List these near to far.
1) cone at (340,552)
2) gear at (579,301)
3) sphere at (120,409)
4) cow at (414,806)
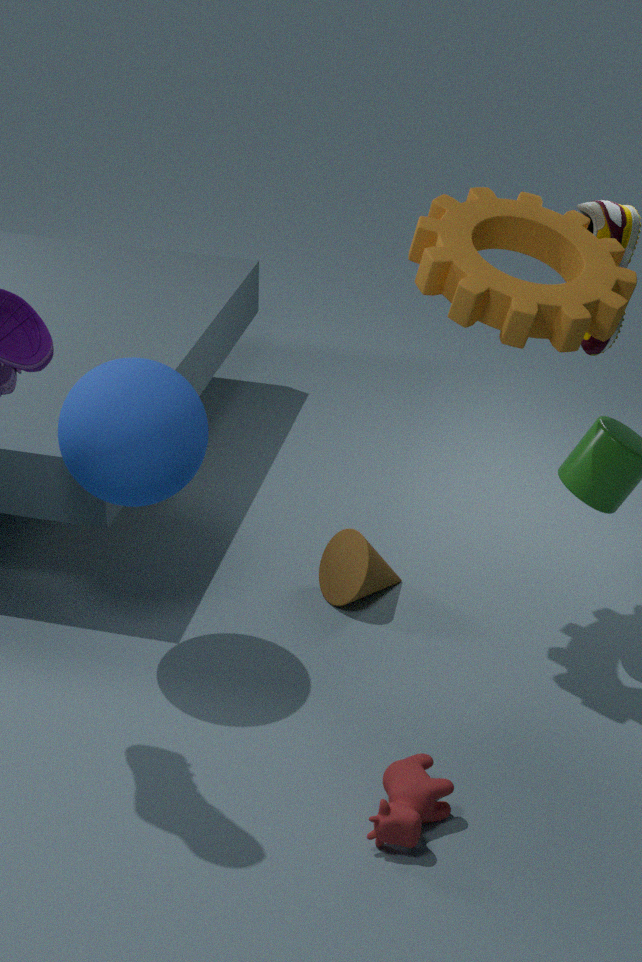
1. 4. cow at (414,806)
2. 3. sphere at (120,409)
3. 2. gear at (579,301)
4. 1. cone at (340,552)
